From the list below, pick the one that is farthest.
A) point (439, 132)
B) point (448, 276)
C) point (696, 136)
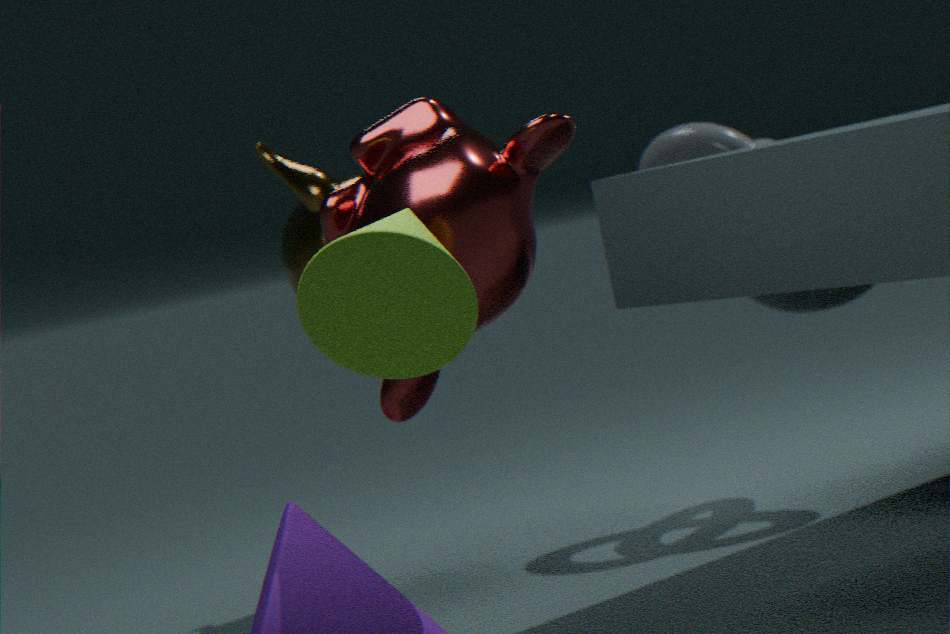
point (696, 136)
